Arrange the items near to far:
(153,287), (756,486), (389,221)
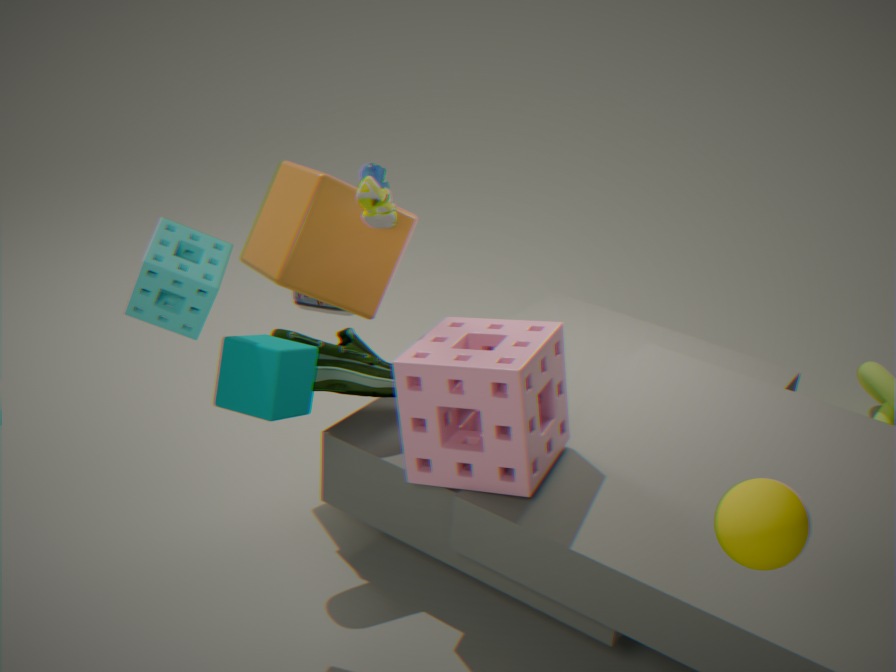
(756,486), (153,287), (389,221)
